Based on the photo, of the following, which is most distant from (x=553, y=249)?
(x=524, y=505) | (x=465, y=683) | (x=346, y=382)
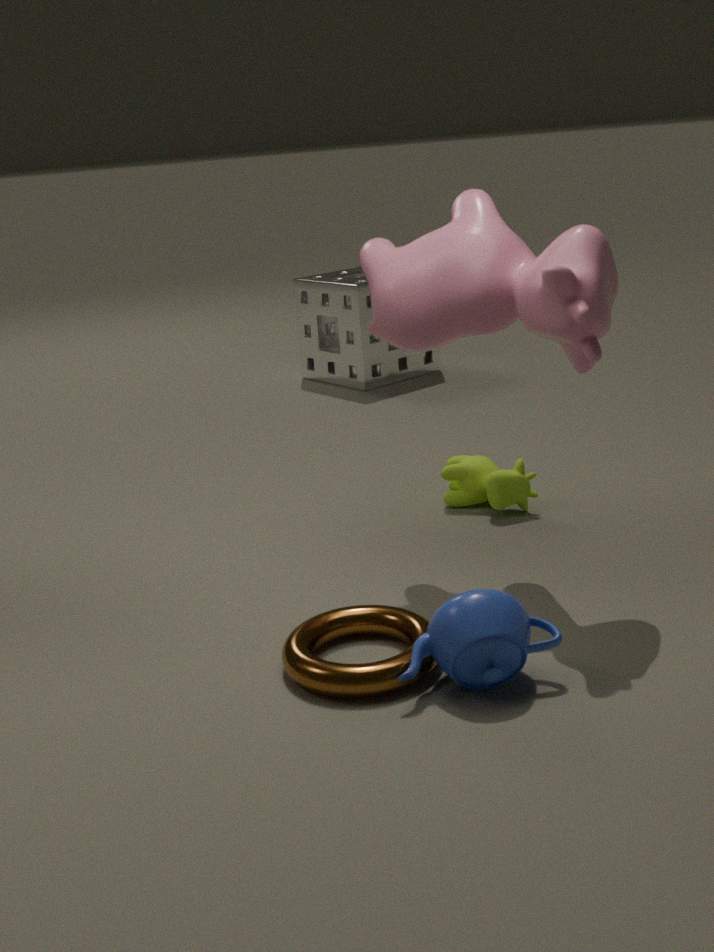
(x=346, y=382)
